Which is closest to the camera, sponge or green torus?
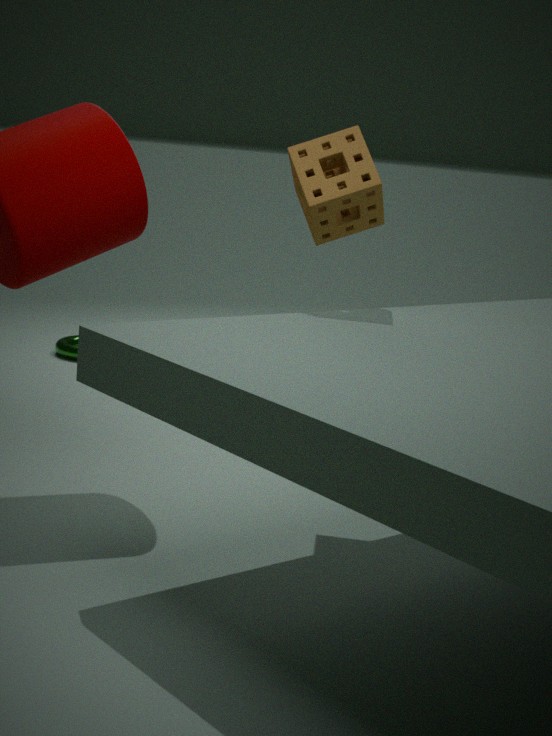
sponge
